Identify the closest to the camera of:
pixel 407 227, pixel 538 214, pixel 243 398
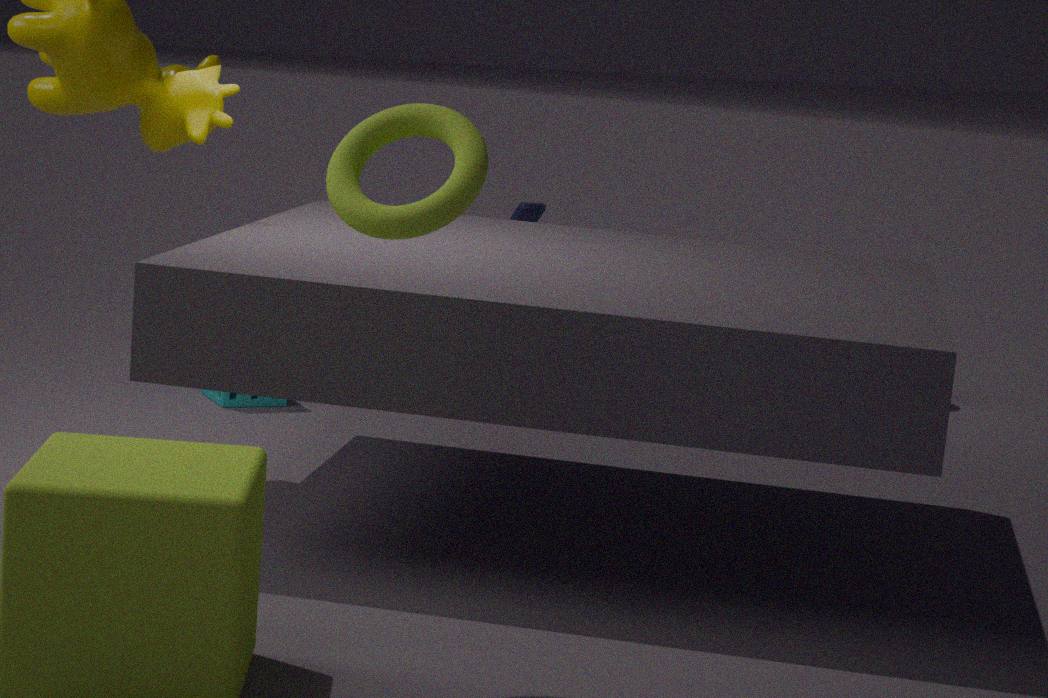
pixel 407 227
